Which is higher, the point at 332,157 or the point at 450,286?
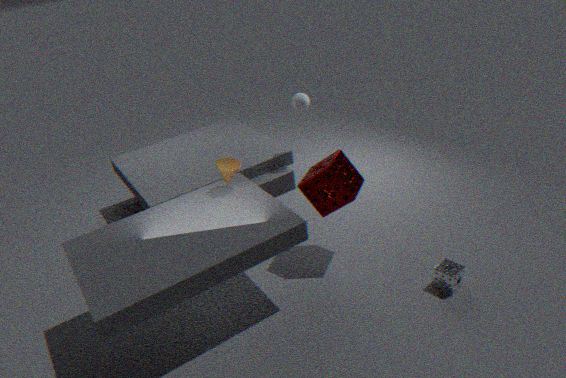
the point at 332,157
